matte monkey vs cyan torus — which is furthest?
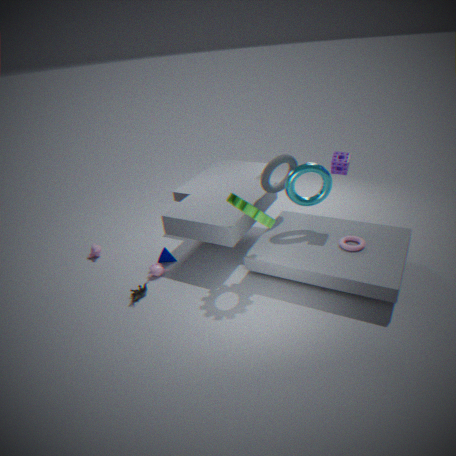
matte monkey
